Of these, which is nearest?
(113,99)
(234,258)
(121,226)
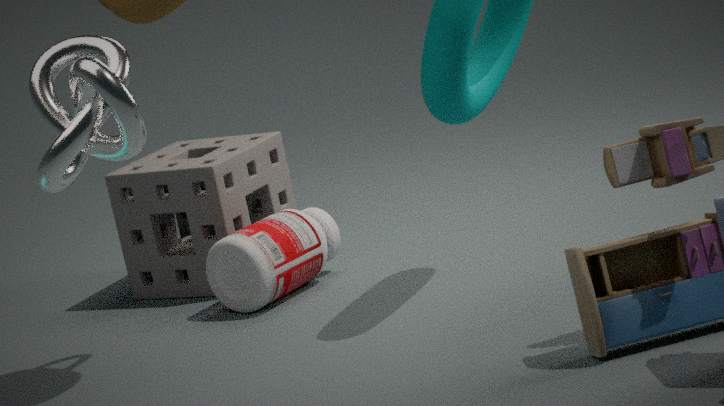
(113,99)
